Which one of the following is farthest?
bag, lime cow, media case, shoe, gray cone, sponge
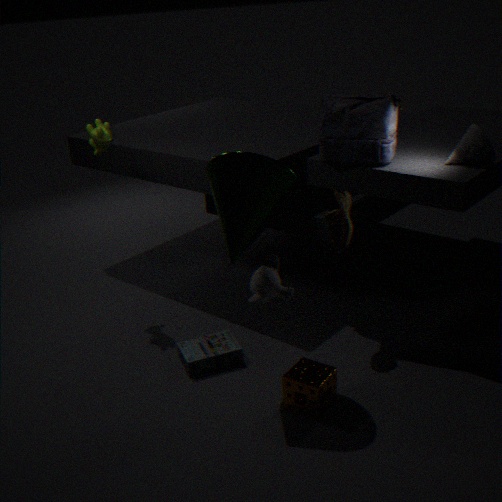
lime cow
